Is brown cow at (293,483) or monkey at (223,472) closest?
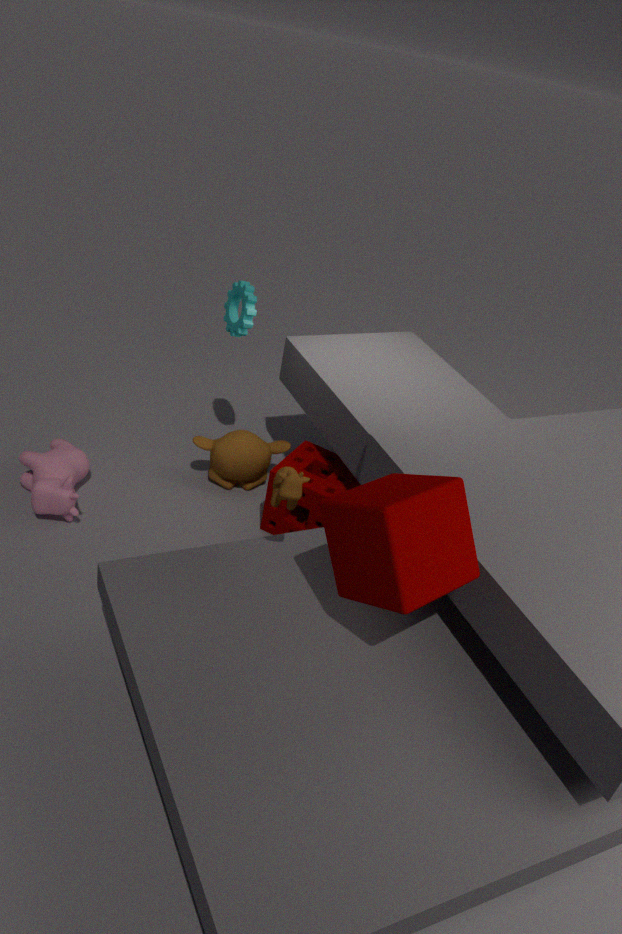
Result: brown cow at (293,483)
